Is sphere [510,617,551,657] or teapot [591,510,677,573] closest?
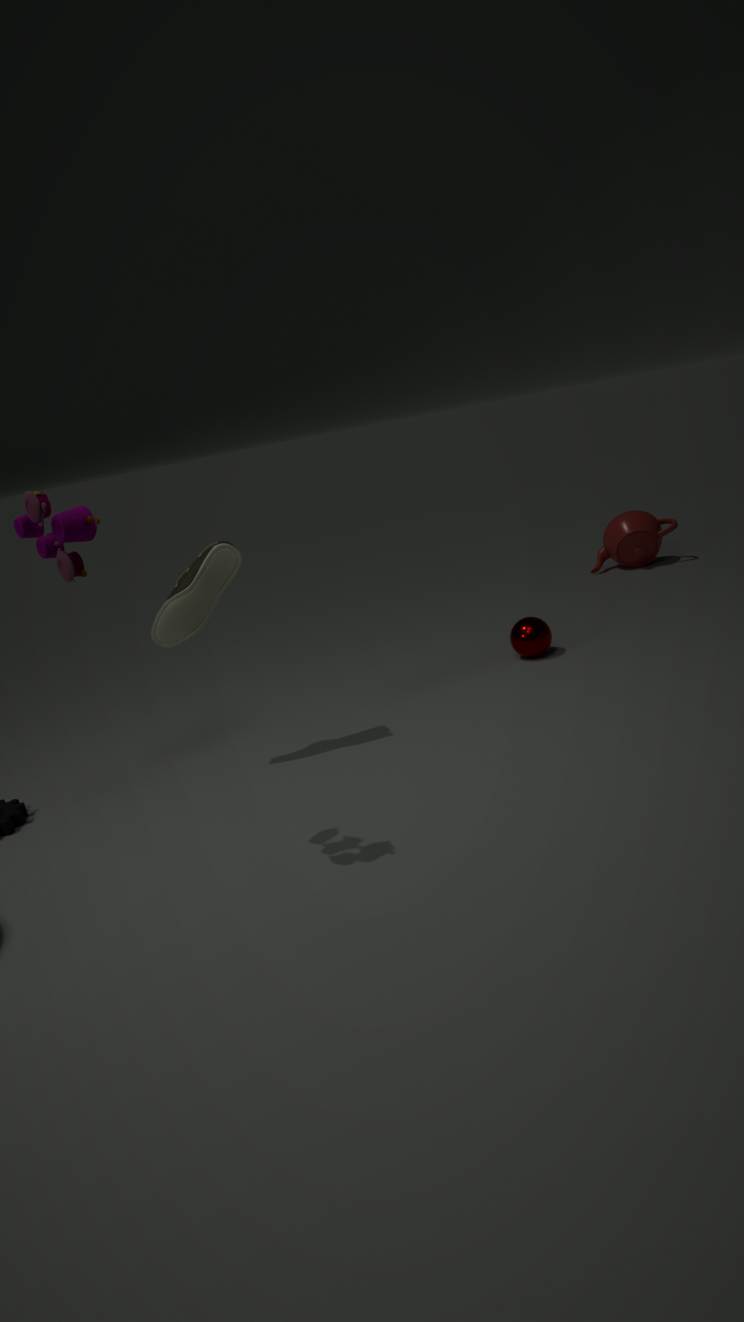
sphere [510,617,551,657]
